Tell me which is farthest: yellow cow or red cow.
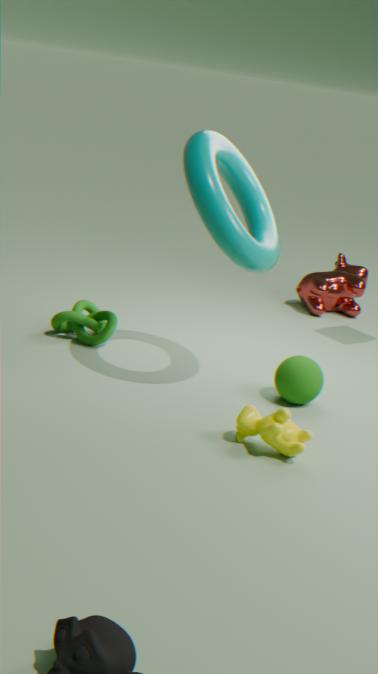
red cow
